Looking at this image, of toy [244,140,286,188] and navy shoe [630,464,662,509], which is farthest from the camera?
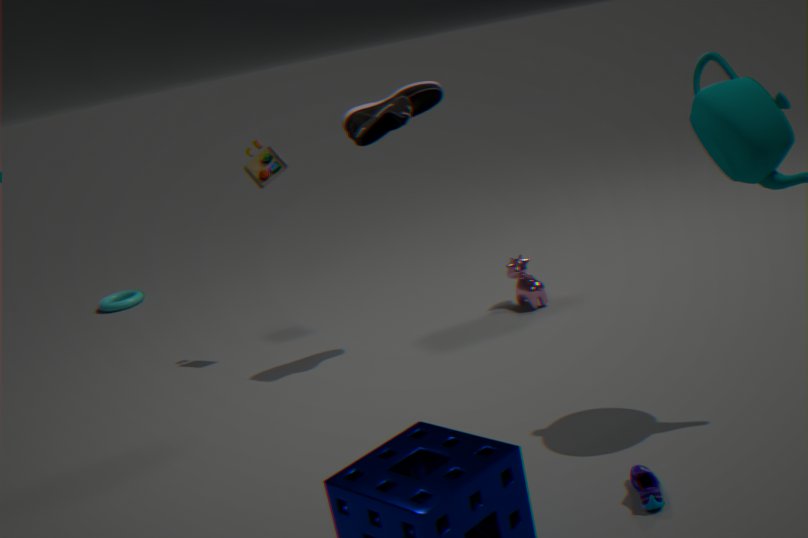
toy [244,140,286,188]
